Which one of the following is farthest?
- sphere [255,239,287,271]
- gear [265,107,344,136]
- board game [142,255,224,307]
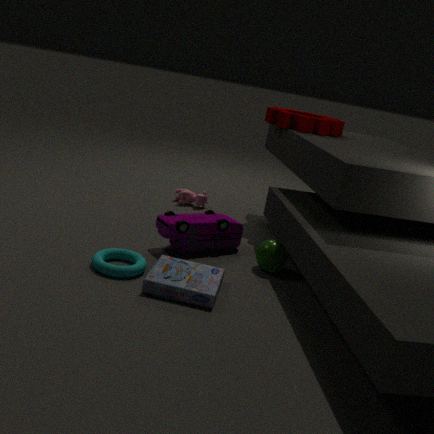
gear [265,107,344,136]
